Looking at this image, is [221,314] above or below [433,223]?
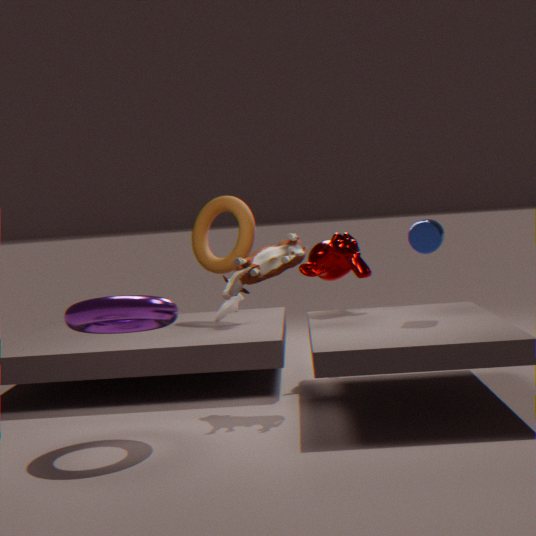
below
